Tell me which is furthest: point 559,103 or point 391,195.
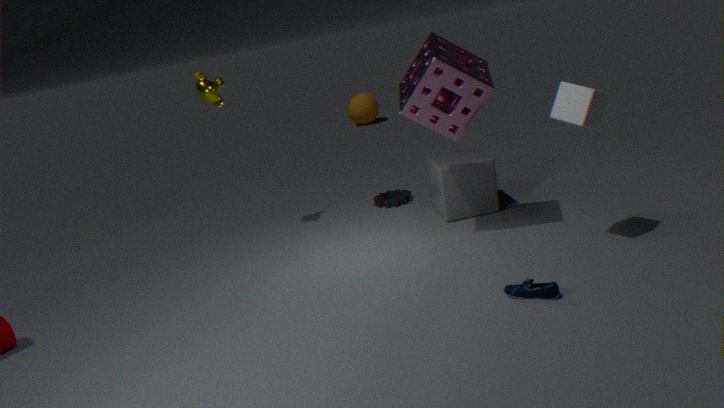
point 391,195
